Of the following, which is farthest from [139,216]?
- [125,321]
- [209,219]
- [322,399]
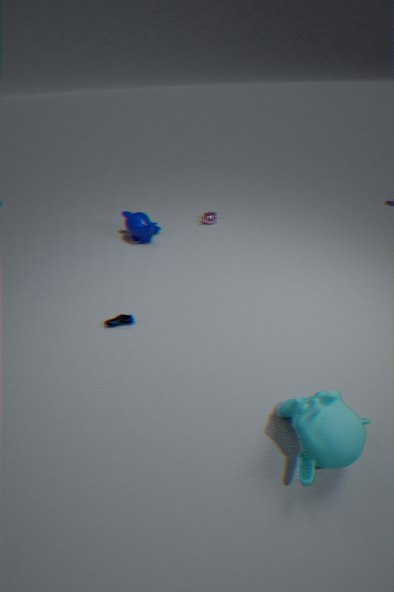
[322,399]
